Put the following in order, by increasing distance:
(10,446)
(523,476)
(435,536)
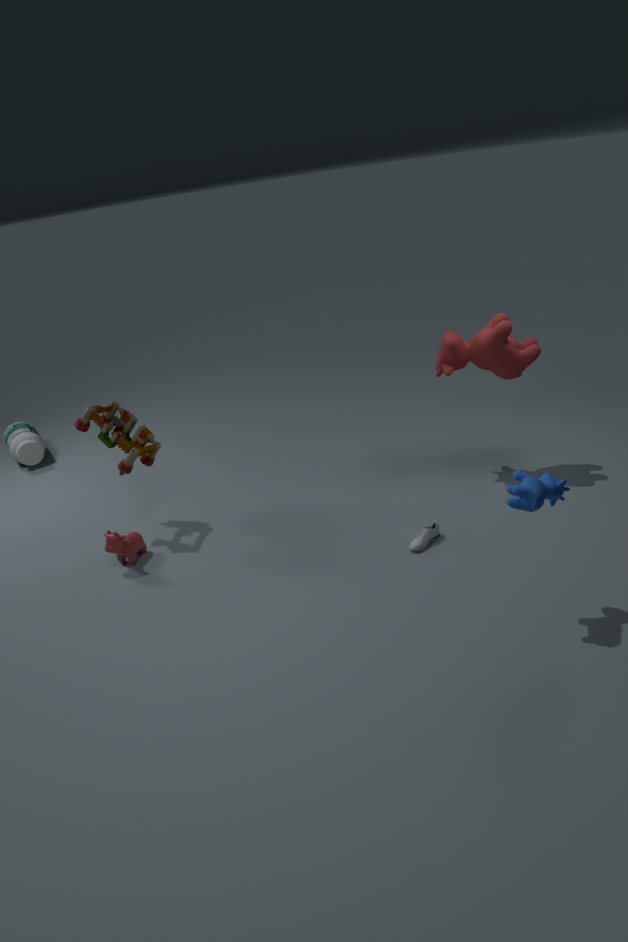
(523,476) → (435,536) → (10,446)
